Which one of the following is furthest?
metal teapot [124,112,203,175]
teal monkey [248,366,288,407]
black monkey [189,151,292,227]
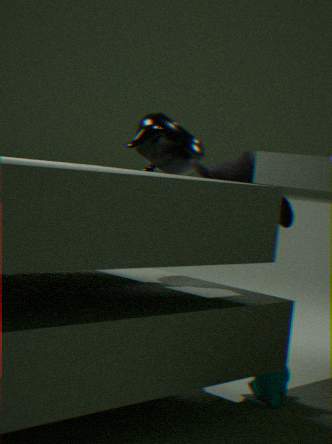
metal teapot [124,112,203,175]
